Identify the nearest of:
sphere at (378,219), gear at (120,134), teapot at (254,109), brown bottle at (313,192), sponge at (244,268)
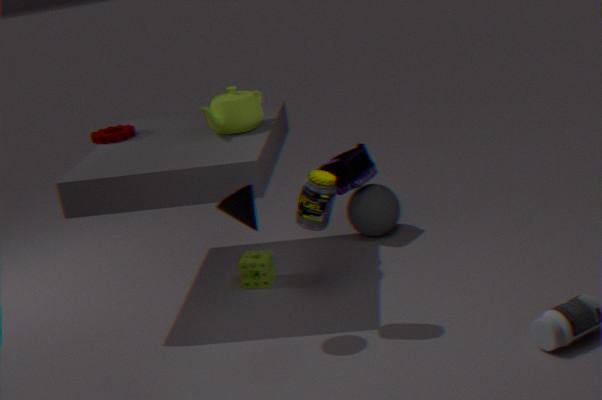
brown bottle at (313,192)
